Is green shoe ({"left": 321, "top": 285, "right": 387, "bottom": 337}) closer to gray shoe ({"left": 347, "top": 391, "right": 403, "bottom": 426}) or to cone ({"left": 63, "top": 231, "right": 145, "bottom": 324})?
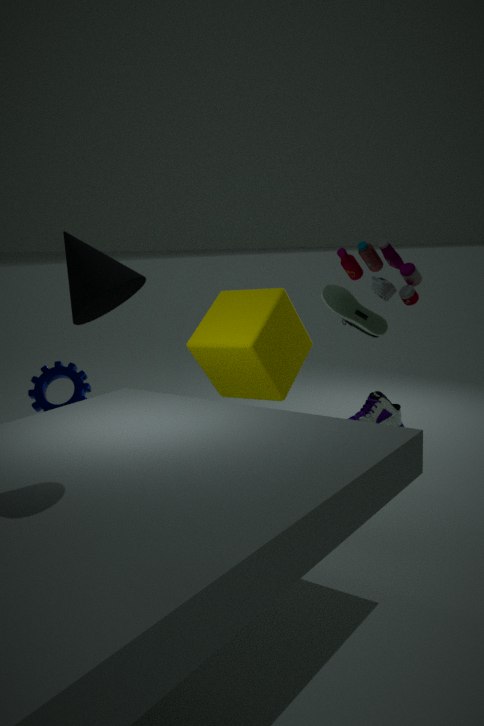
cone ({"left": 63, "top": 231, "right": 145, "bottom": 324})
